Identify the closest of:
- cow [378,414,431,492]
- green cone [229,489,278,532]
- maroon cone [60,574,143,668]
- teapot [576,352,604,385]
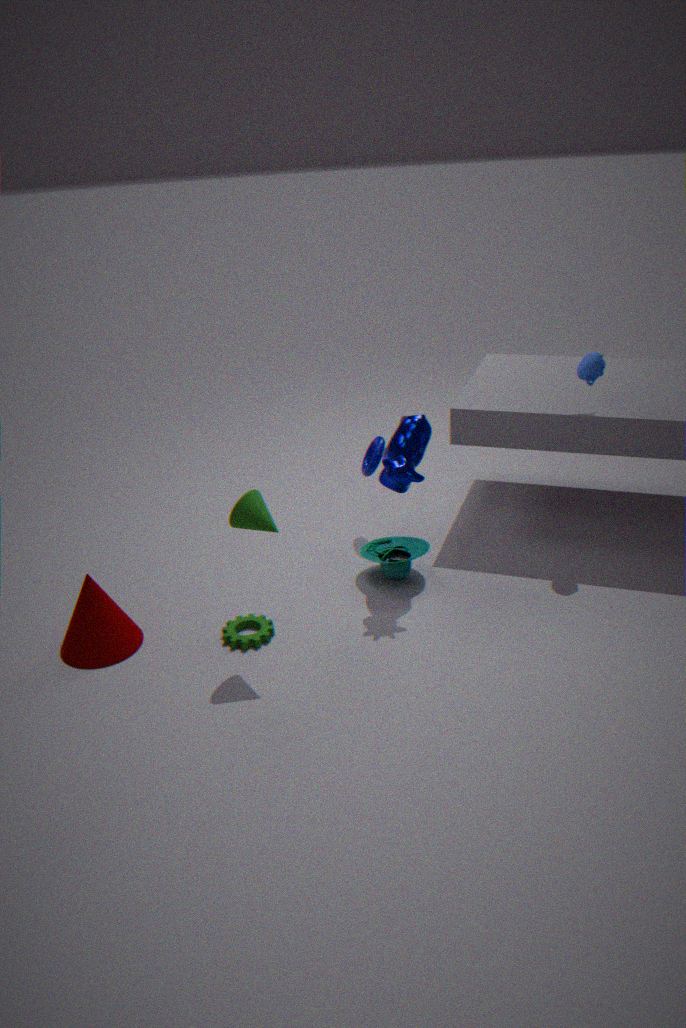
green cone [229,489,278,532]
